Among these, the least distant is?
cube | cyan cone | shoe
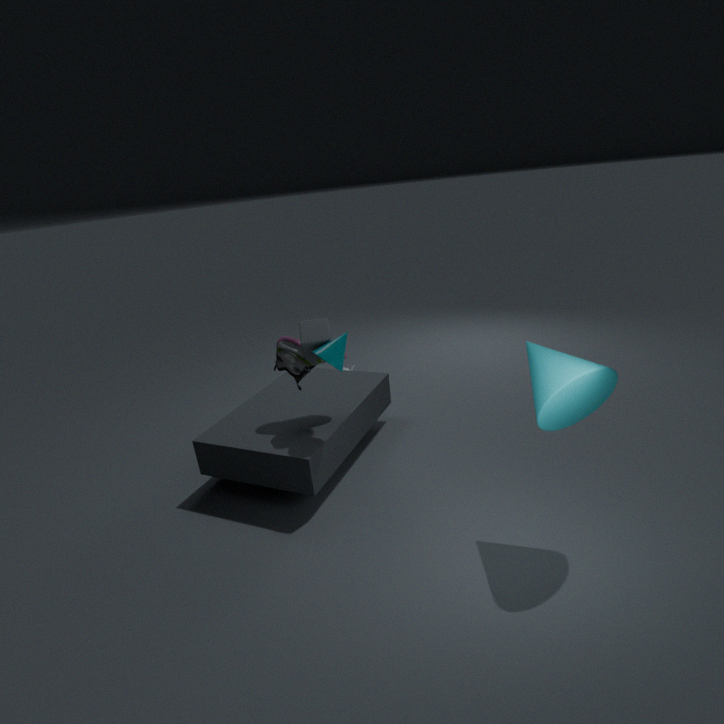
cyan cone
